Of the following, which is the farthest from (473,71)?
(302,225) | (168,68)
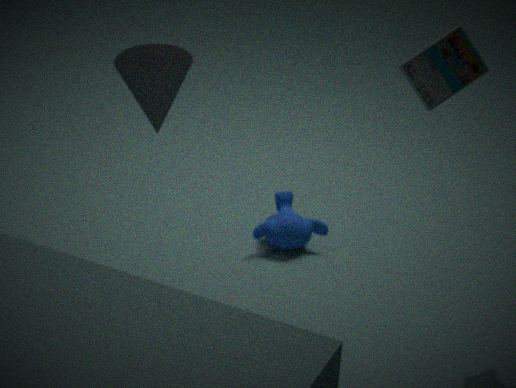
(302,225)
